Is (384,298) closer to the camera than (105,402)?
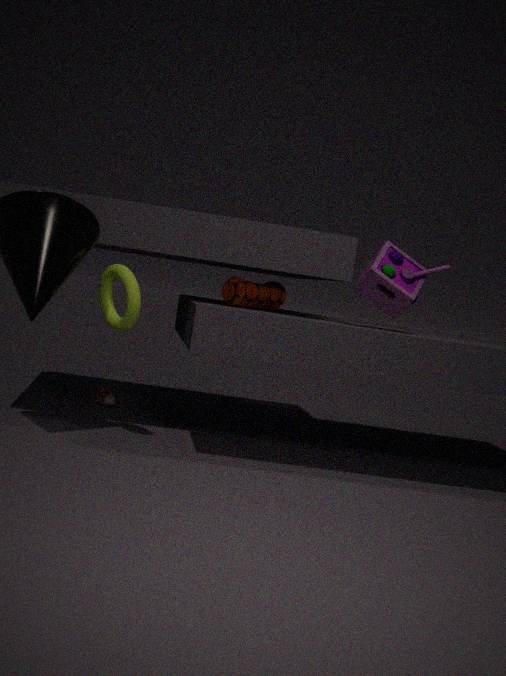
Yes
